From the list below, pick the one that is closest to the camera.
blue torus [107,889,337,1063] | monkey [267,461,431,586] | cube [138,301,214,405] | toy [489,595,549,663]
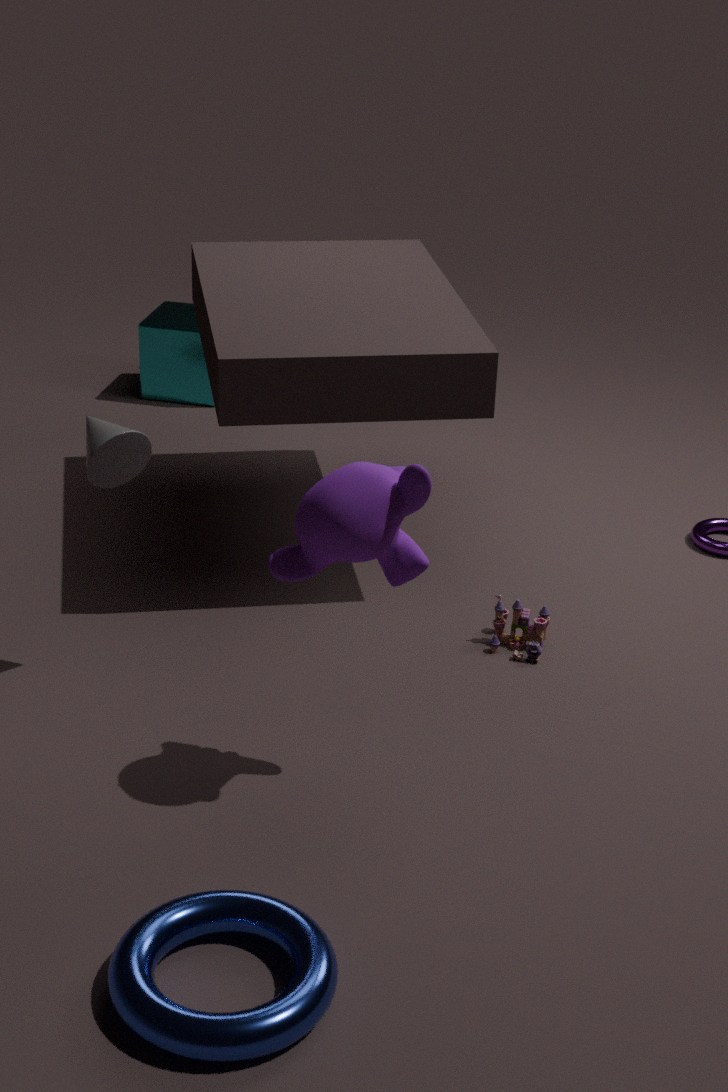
blue torus [107,889,337,1063]
